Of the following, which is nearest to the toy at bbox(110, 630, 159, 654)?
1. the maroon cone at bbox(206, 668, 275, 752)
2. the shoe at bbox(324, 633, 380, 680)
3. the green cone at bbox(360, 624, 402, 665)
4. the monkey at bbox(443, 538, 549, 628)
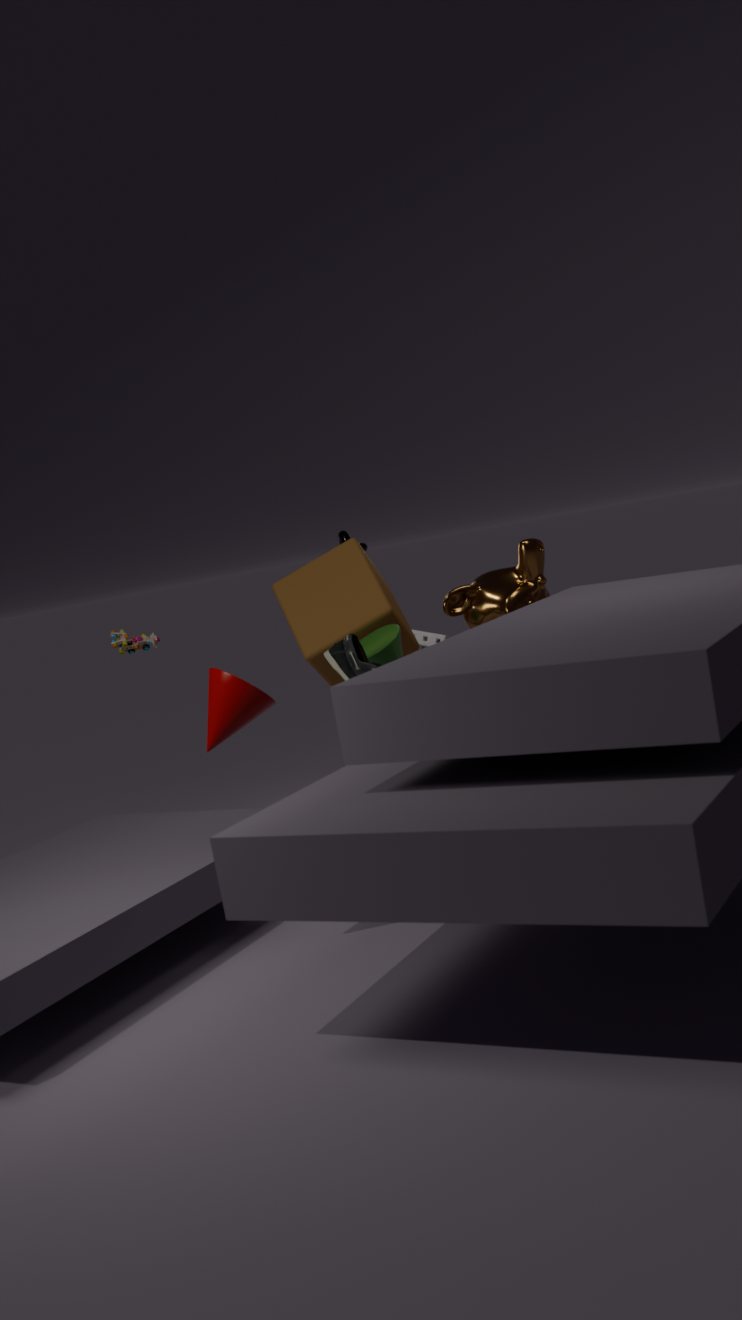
the green cone at bbox(360, 624, 402, 665)
